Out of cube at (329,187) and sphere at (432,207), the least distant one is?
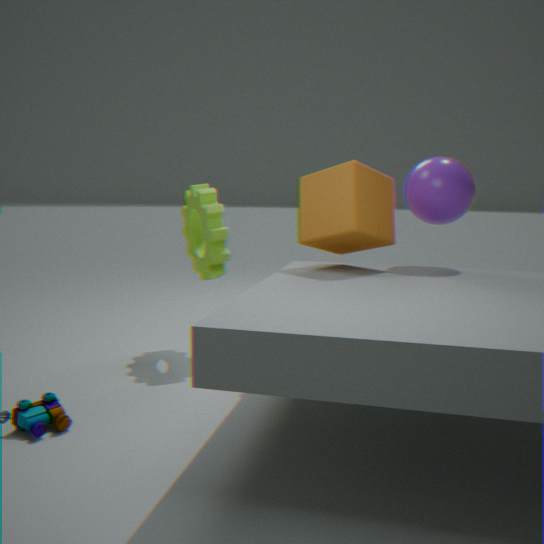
cube at (329,187)
